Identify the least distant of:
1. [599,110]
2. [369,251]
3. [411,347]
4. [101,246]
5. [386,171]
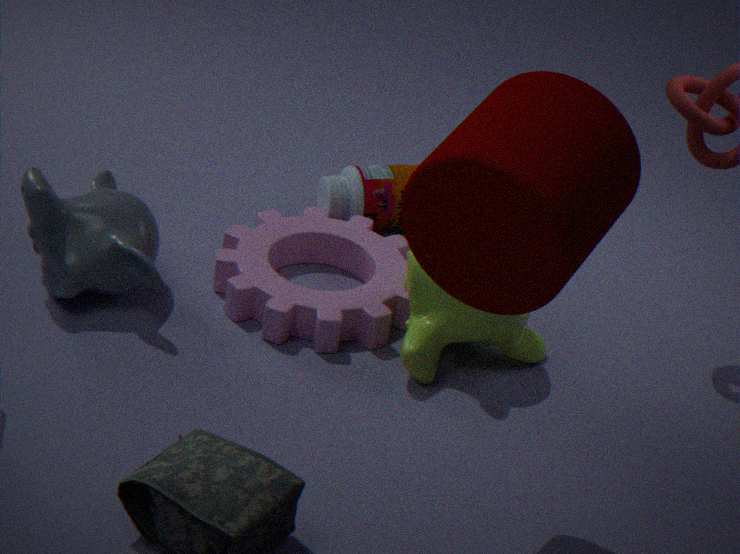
[599,110]
